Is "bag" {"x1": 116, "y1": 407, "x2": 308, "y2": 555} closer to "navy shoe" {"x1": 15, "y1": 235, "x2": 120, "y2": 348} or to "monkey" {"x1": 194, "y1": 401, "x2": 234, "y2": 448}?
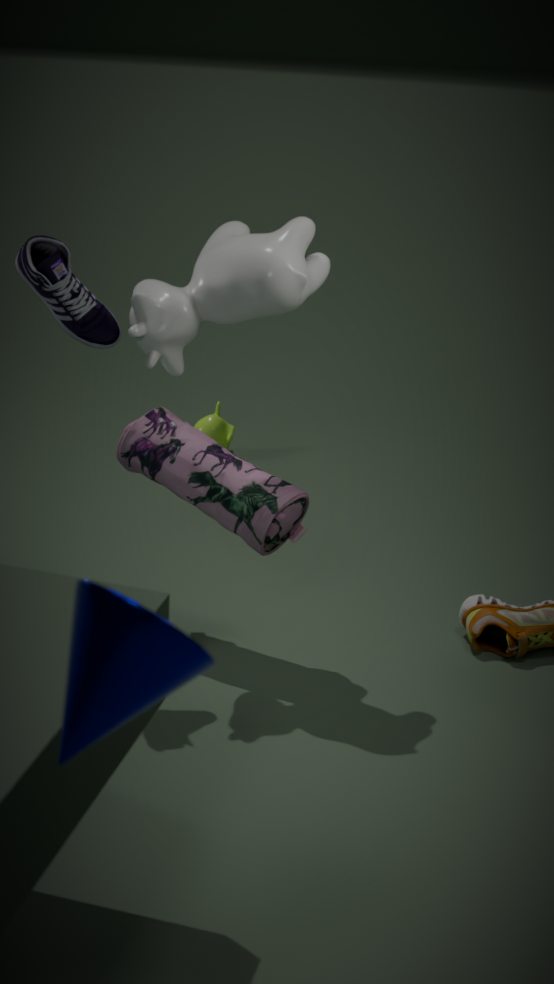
"navy shoe" {"x1": 15, "y1": 235, "x2": 120, "y2": 348}
